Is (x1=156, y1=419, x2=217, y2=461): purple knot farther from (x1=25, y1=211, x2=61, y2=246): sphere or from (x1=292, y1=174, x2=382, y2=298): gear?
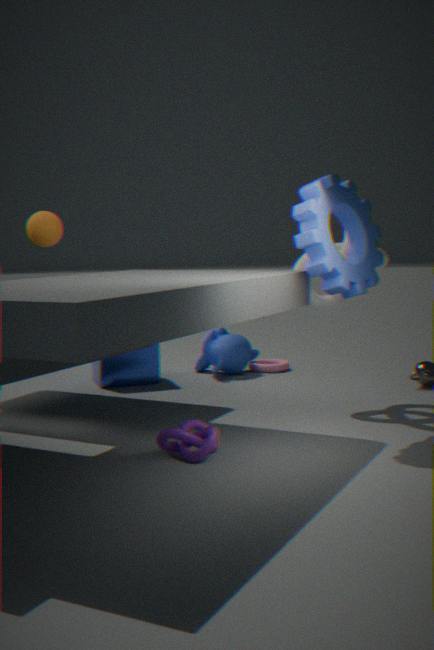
(x1=25, y1=211, x2=61, y2=246): sphere
